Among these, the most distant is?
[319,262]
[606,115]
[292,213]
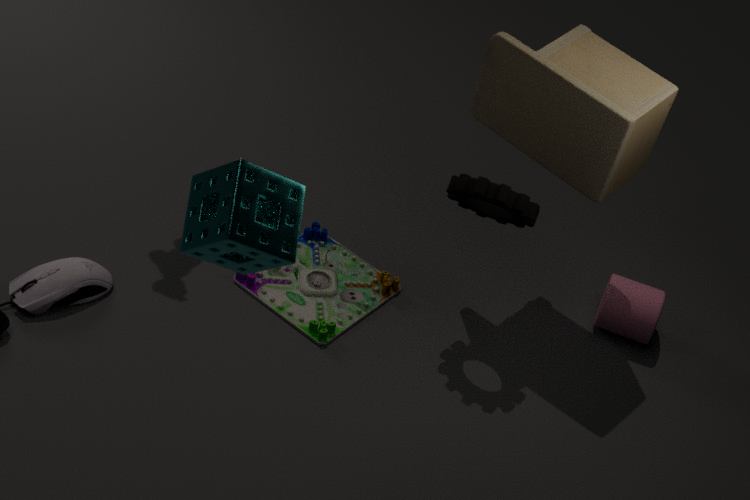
[319,262]
